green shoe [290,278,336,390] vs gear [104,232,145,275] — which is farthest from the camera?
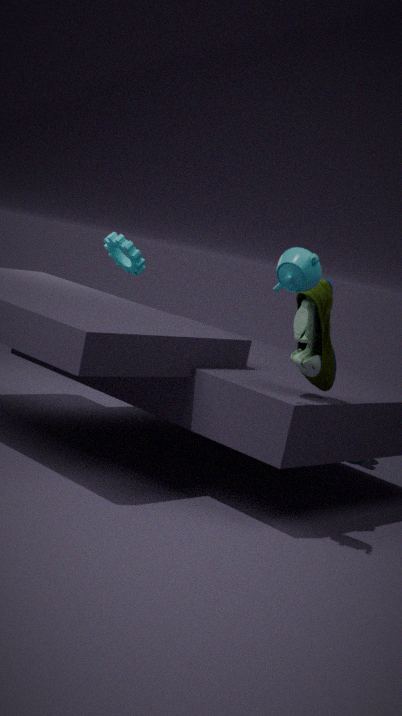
gear [104,232,145,275]
